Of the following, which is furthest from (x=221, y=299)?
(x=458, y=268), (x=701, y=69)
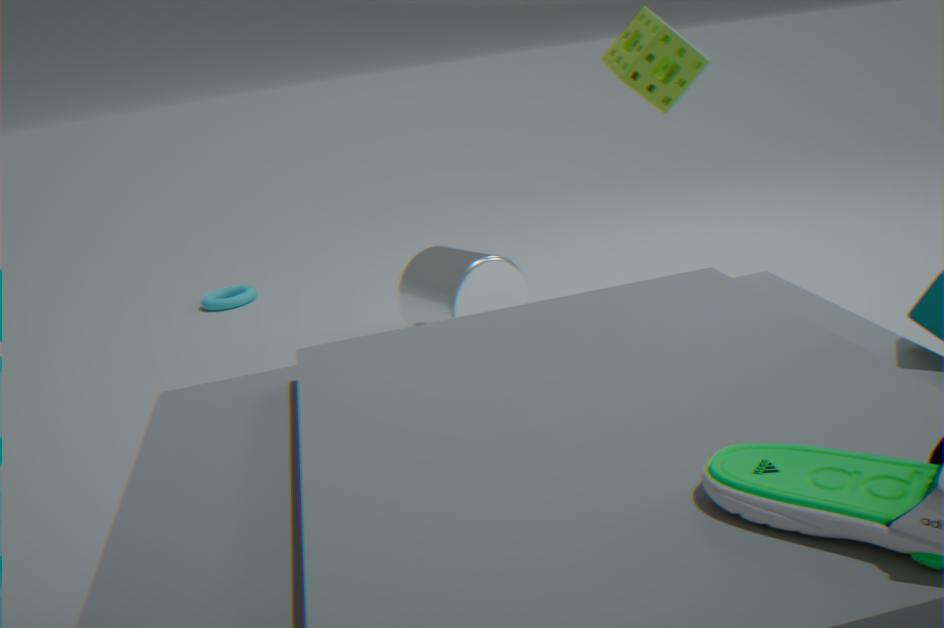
(x=701, y=69)
